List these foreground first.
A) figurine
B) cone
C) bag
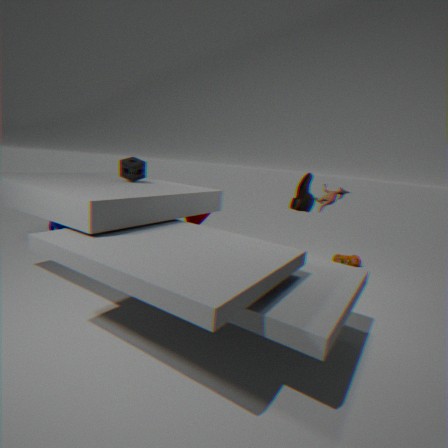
figurine
cone
bag
